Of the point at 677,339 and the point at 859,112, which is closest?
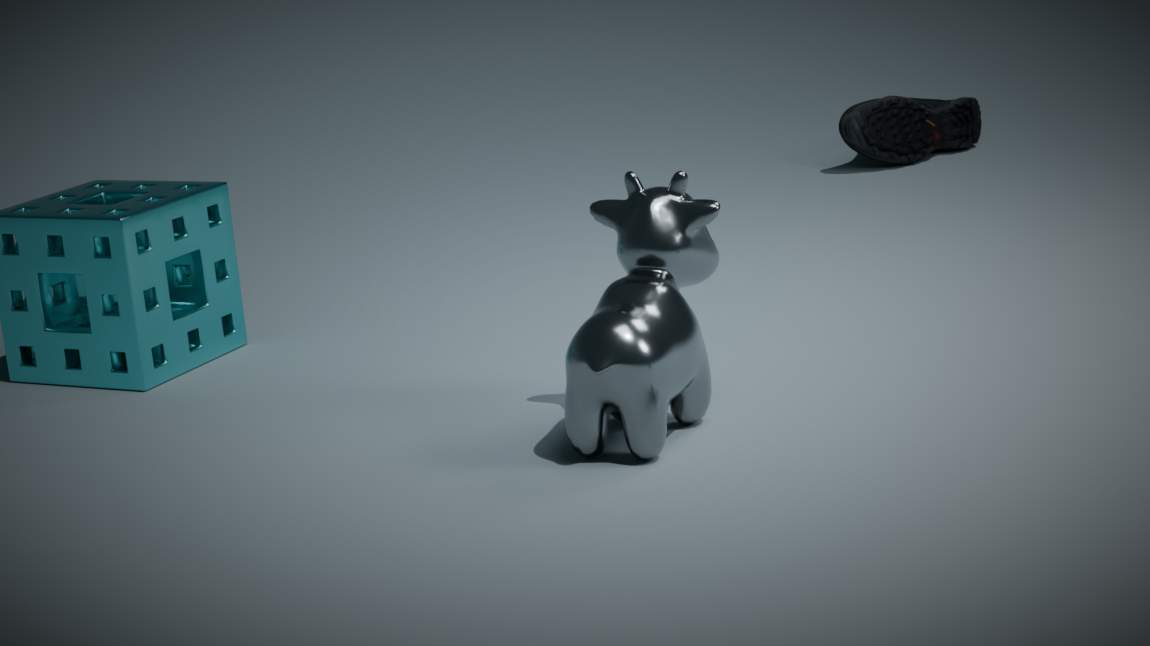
the point at 677,339
